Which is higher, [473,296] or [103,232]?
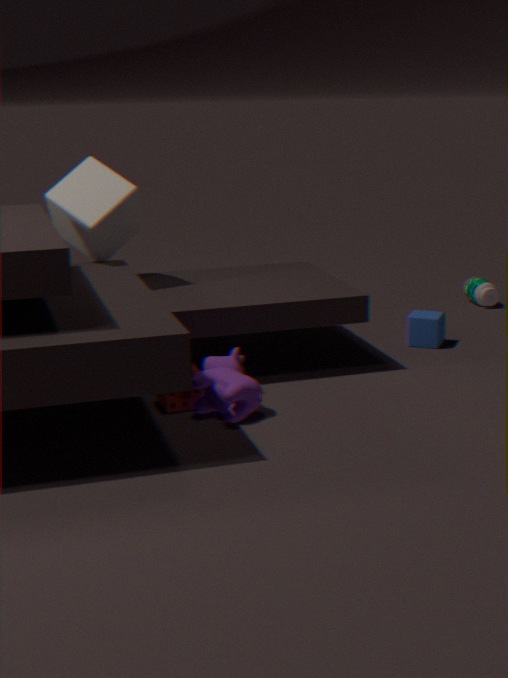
[103,232]
